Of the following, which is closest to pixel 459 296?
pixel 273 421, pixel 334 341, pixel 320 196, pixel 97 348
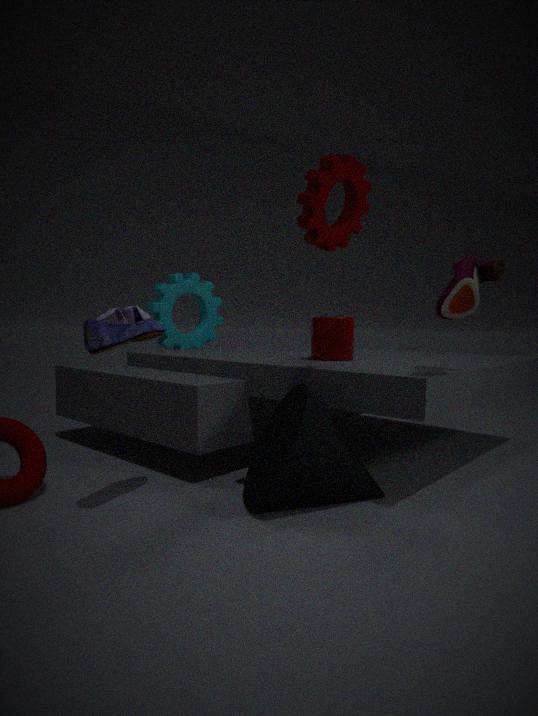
pixel 320 196
